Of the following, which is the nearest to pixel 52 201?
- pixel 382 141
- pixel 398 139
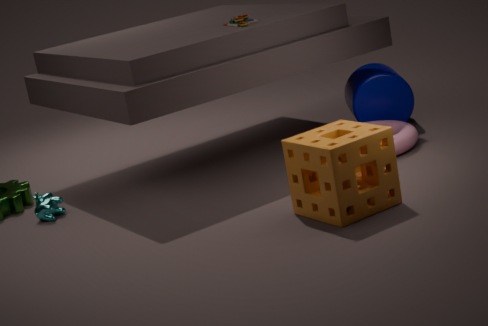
pixel 382 141
